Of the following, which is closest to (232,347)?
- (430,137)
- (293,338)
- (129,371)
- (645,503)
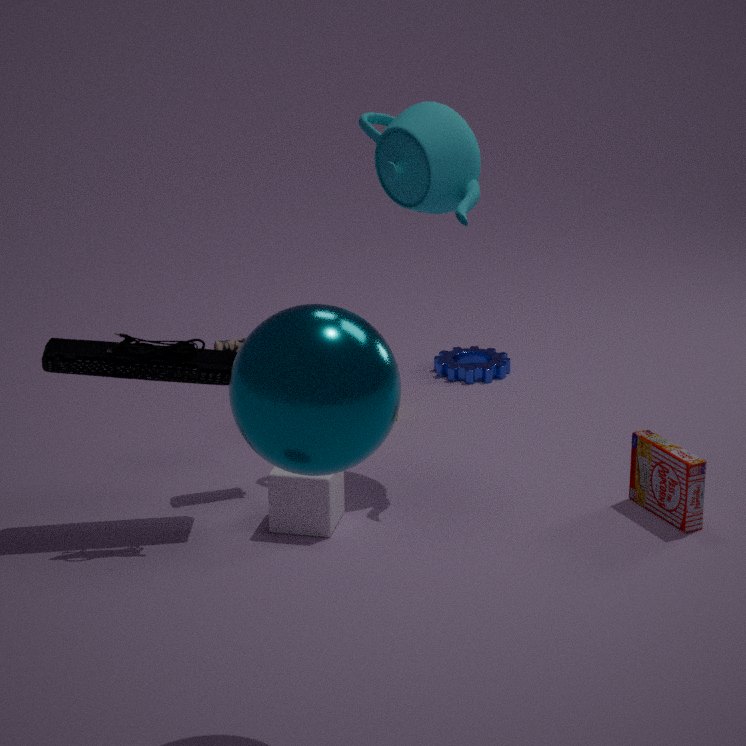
(129,371)
